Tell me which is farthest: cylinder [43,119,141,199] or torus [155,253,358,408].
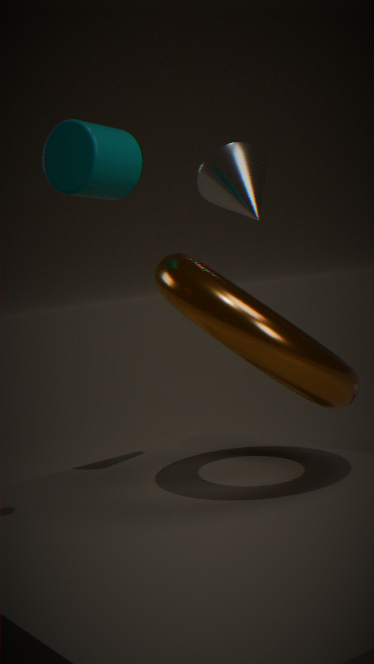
cylinder [43,119,141,199]
